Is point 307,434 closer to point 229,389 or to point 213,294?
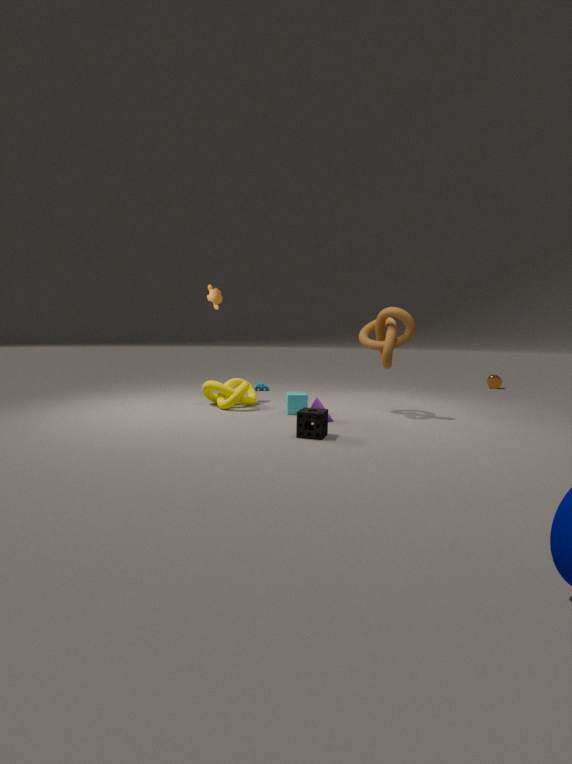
point 229,389
